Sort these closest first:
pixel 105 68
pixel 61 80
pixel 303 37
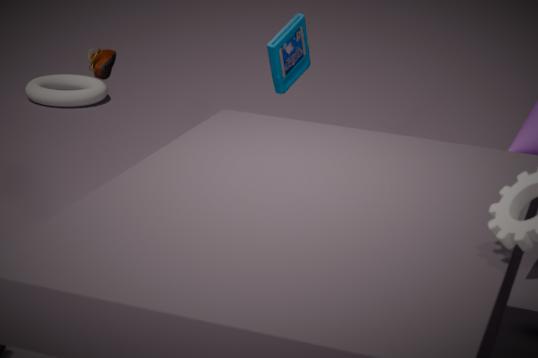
pixel 105 68
pixel 303 37
pixel 61 80
